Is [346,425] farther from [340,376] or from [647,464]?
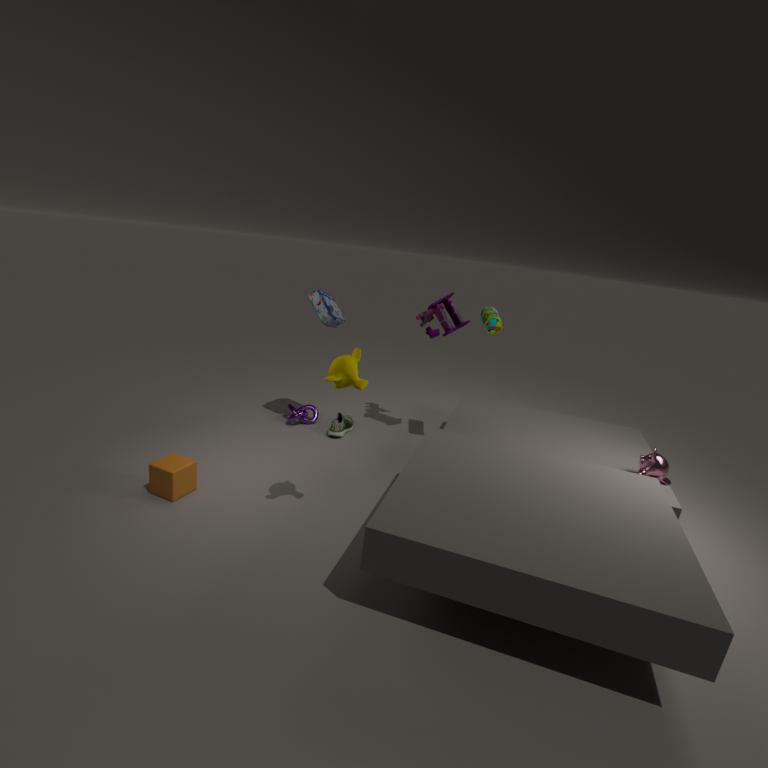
[647,464]
